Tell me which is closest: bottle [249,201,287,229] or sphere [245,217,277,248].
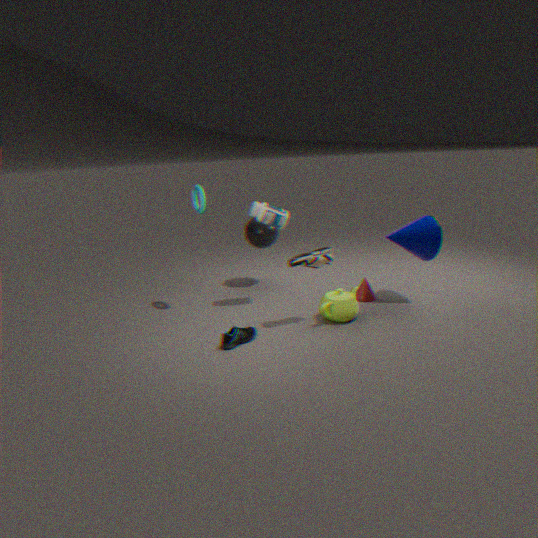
bottle [249,201,287,229]
